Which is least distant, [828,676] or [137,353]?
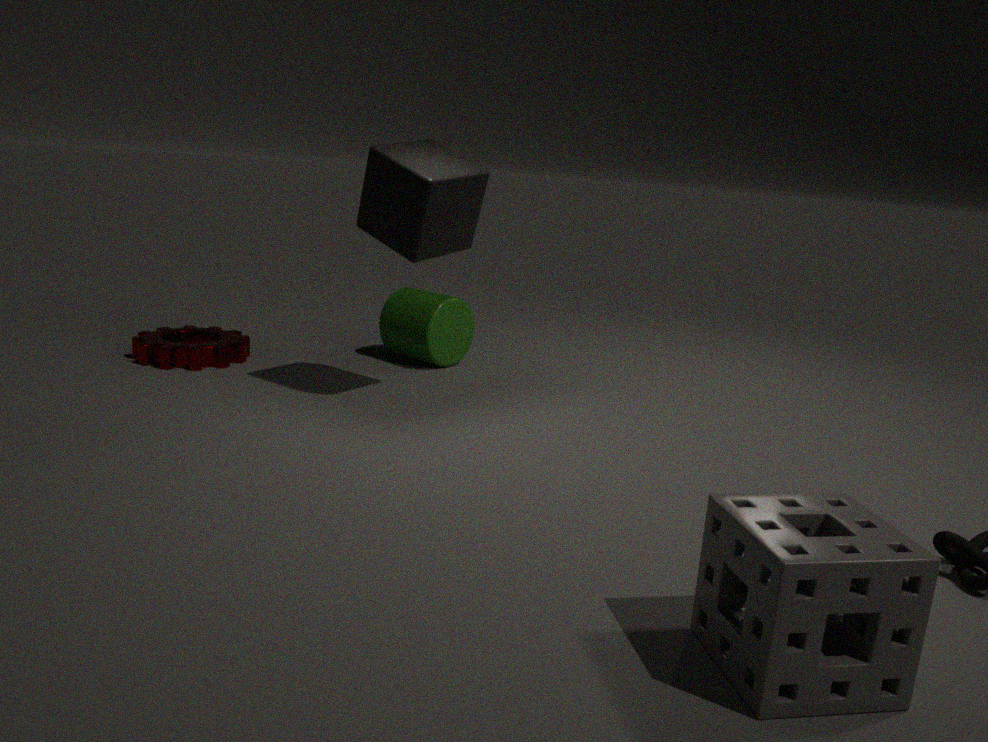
[828,676]
